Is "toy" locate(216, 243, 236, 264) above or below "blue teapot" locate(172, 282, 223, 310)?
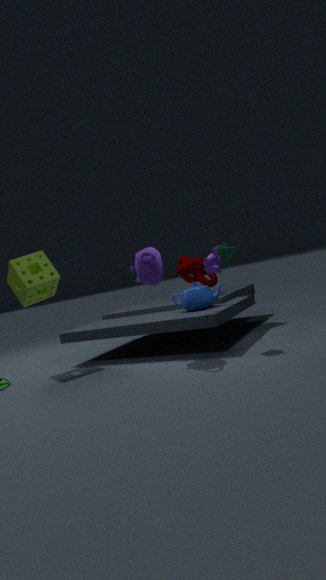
above
